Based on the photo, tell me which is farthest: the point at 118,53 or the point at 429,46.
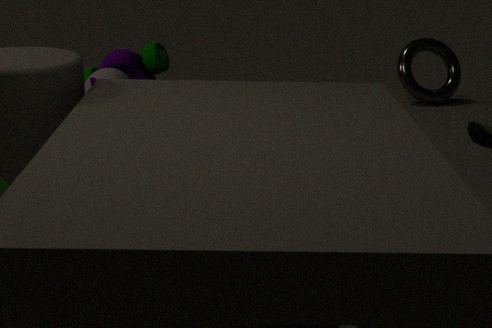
the point at 118,53
